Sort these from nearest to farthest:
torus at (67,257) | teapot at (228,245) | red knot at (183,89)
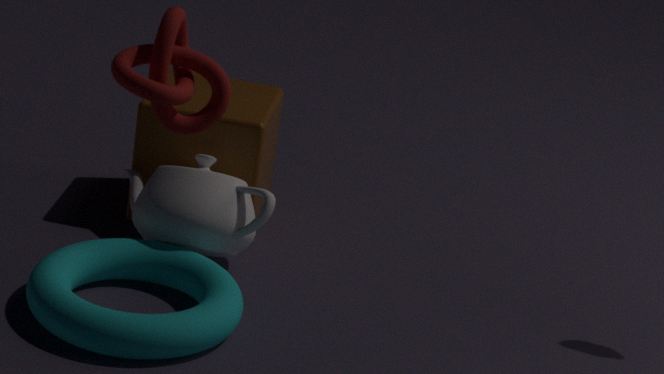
red knot at (183,89) < torus at (67,257) < teapot at (228,245)
